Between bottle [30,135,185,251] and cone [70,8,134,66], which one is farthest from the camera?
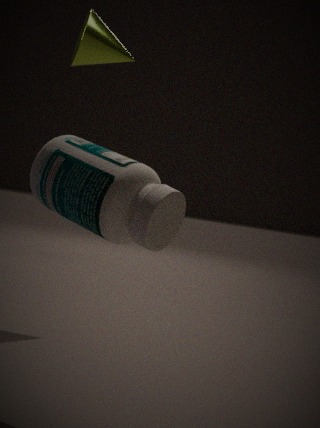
cone [70,8,134,66]
